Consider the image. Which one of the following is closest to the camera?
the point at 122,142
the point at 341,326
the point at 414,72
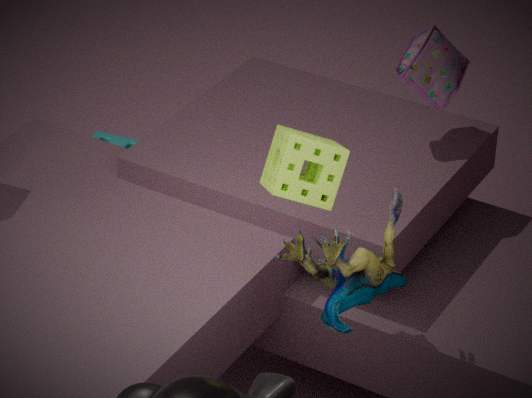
→ the point at 341,326
